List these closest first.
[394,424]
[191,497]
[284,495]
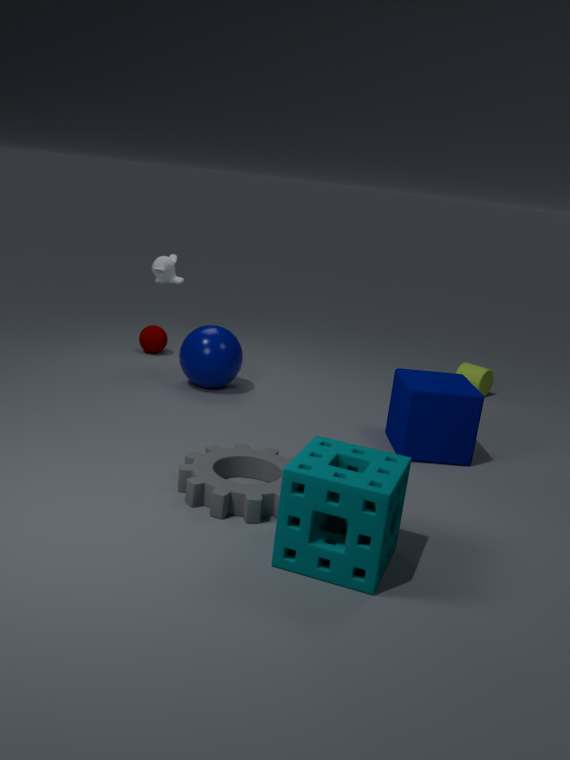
1. [284,495]
2. [191,497]
3. [394,424]
